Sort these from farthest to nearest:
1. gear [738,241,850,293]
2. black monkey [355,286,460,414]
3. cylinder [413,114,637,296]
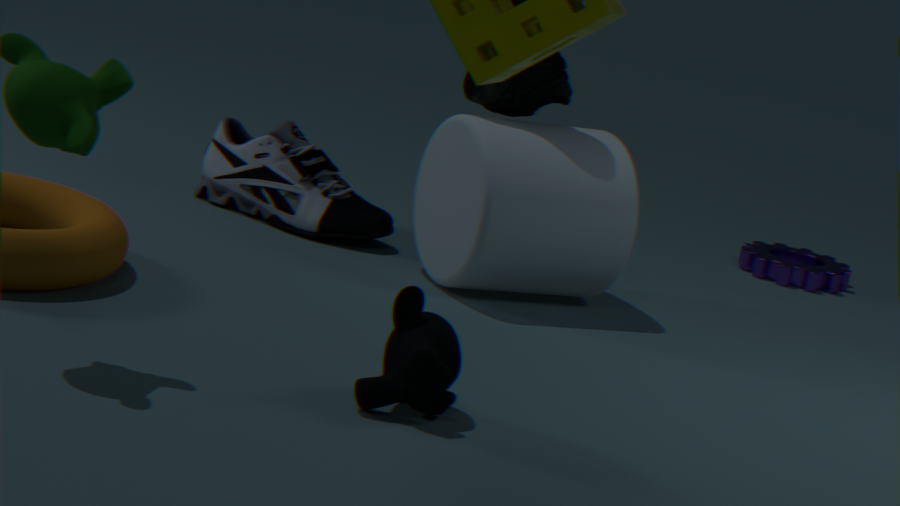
gear [738,241,850,293], cylinder [413,114,637,296], black monkey [355,286,460,414]
